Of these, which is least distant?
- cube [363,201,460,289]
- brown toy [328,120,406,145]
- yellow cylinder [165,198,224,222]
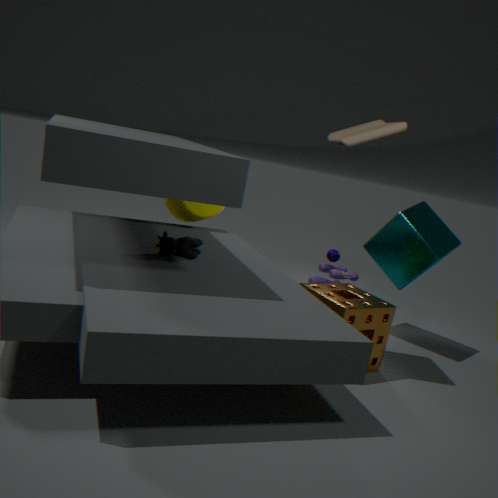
brown toy [328,120,406,145]
